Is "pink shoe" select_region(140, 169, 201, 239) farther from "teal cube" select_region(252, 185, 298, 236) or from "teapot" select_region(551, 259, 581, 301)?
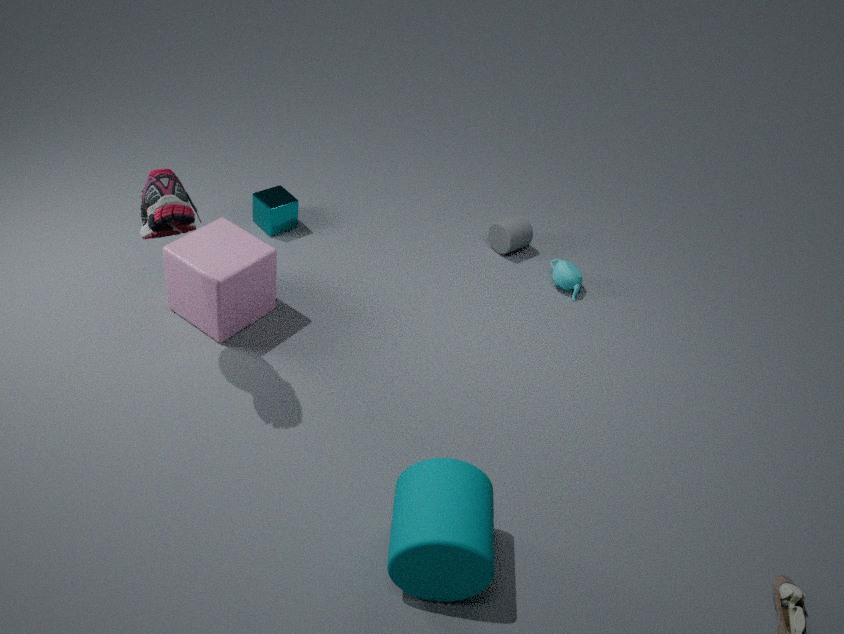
"teapot" select_region(551, 259, 581, 301)
